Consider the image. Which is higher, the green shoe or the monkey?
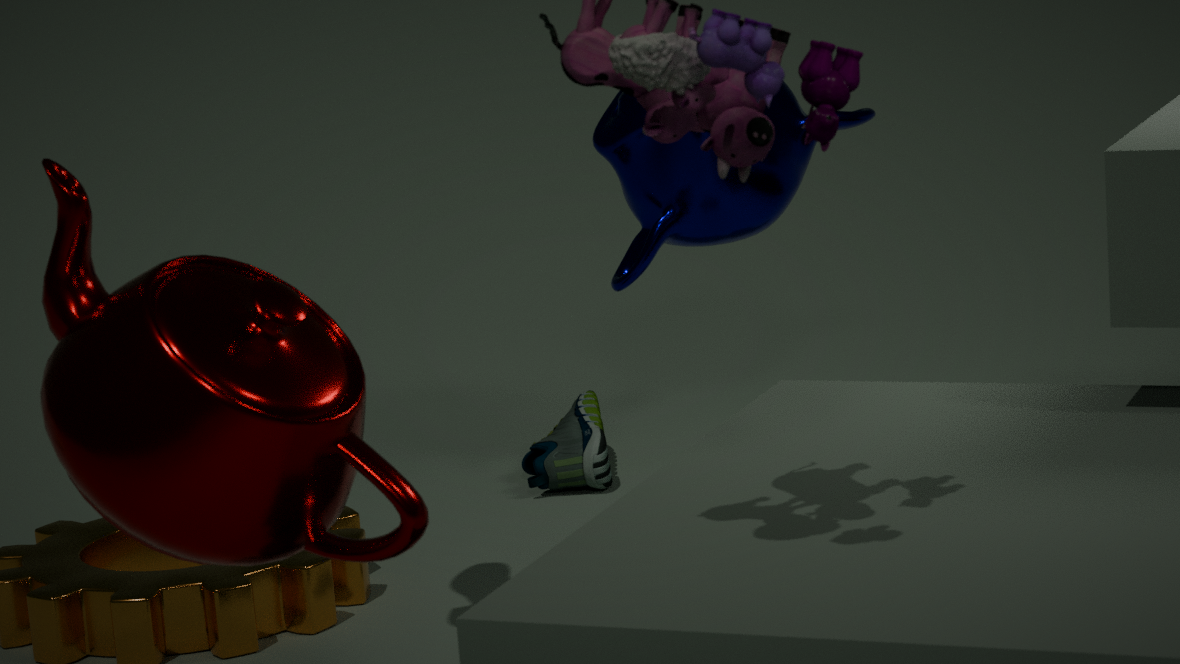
the monkey
